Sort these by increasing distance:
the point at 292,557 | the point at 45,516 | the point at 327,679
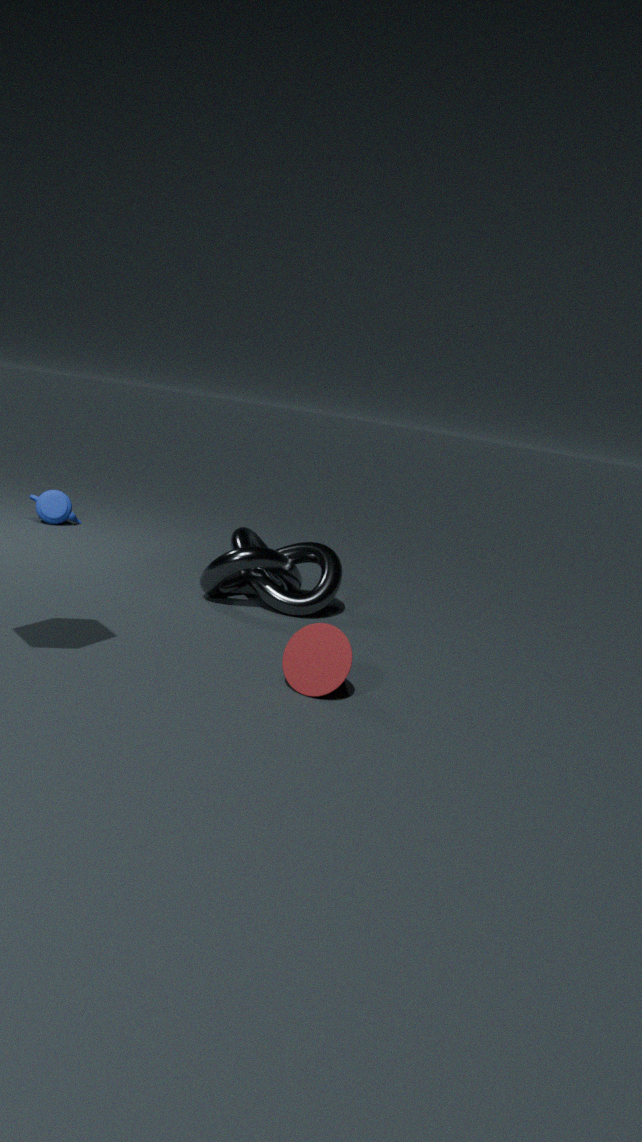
1. the point at 327,679
2. the point at 292,557
3. the point at 45,516
